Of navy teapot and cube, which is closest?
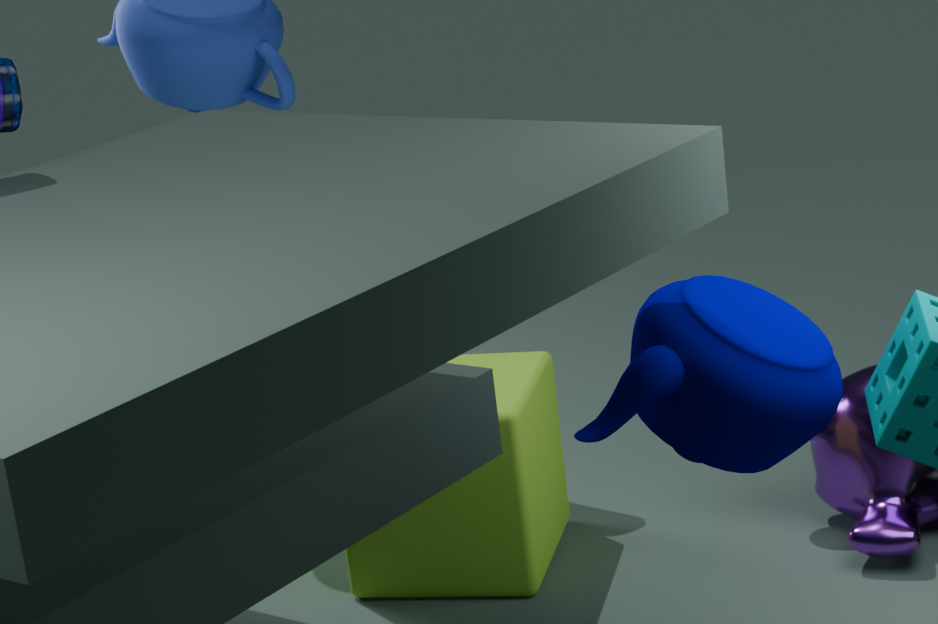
navy teapot
